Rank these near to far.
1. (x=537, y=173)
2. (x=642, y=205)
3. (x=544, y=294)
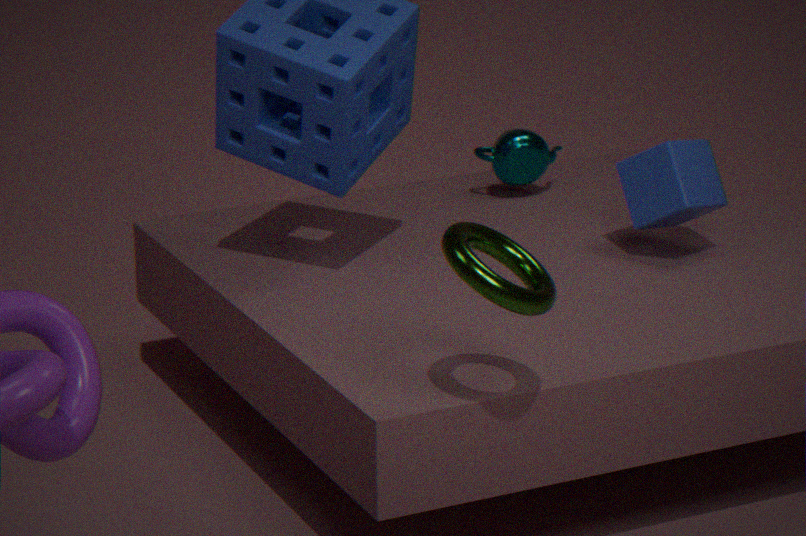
(x=544, y=294) < (x=642, y=205) < (x=537, y=173)
